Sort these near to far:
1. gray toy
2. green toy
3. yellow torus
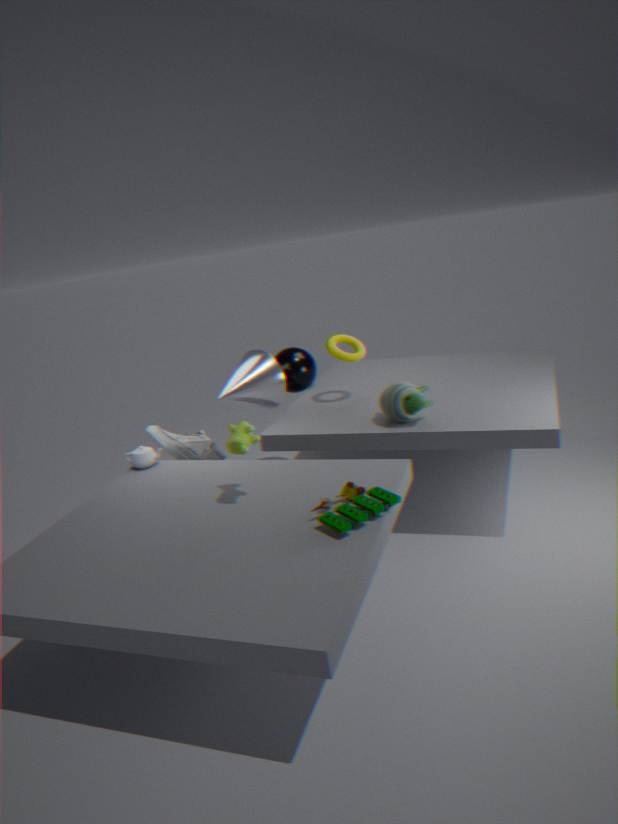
green toy, gray toy, yellow torus
